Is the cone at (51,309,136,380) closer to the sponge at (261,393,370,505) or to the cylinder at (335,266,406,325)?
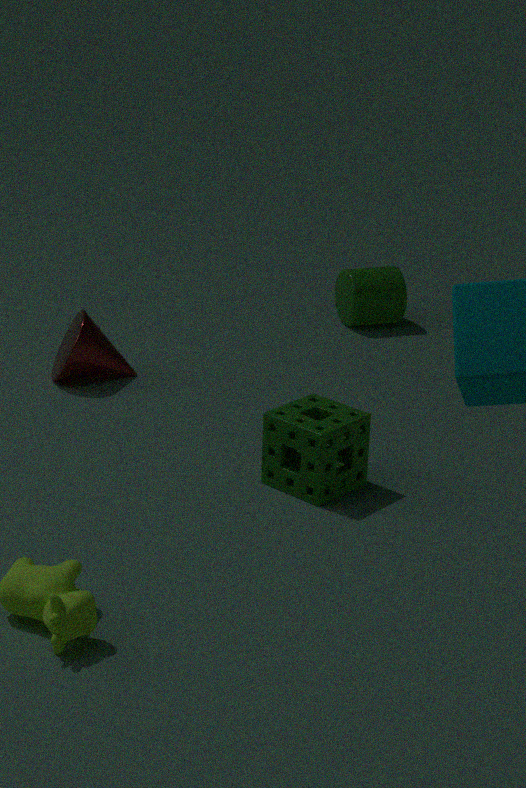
the sponge at (261,393,370,505)
